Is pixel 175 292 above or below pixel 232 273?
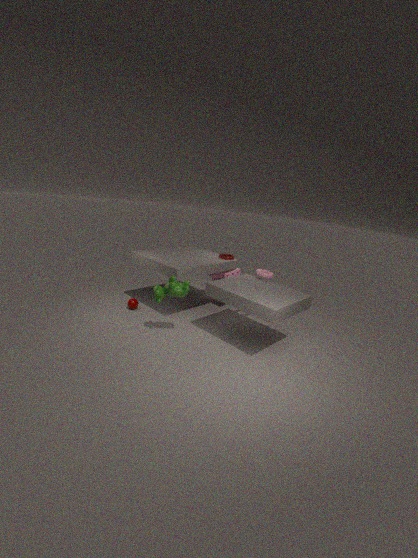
above
